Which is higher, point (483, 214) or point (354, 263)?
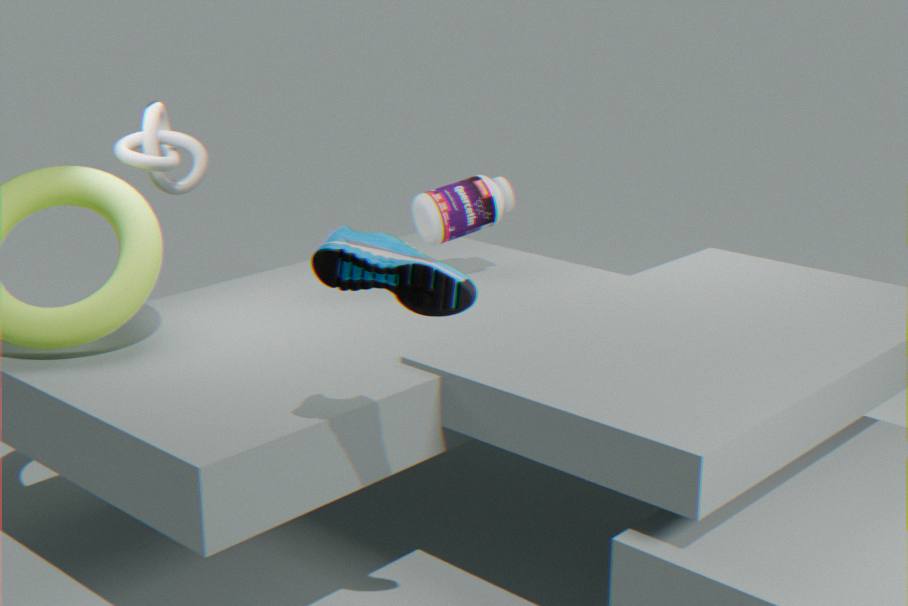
point (354, 263)
